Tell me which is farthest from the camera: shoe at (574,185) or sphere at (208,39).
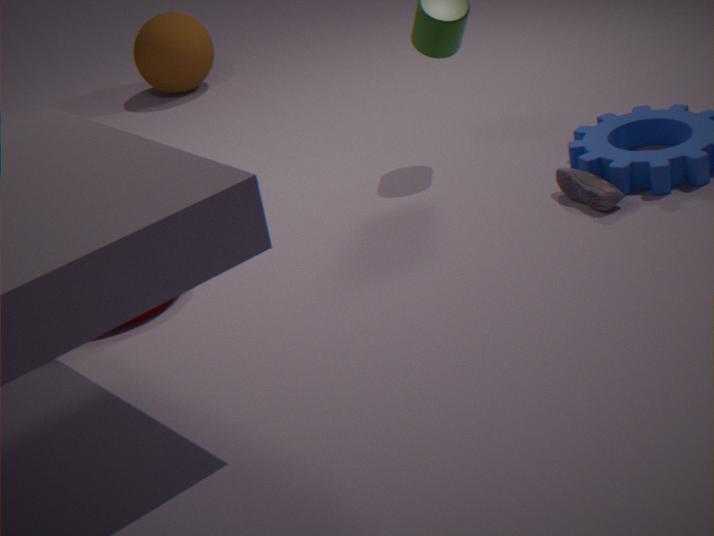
sphere at (208,39)
